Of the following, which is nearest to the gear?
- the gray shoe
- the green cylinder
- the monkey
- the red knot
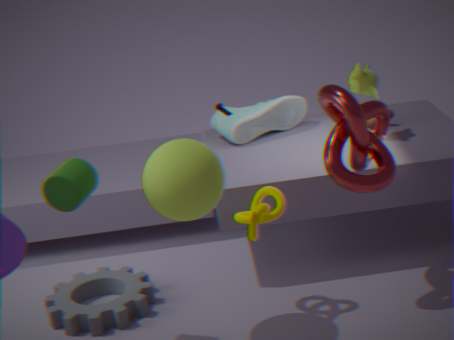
the green cylinder
